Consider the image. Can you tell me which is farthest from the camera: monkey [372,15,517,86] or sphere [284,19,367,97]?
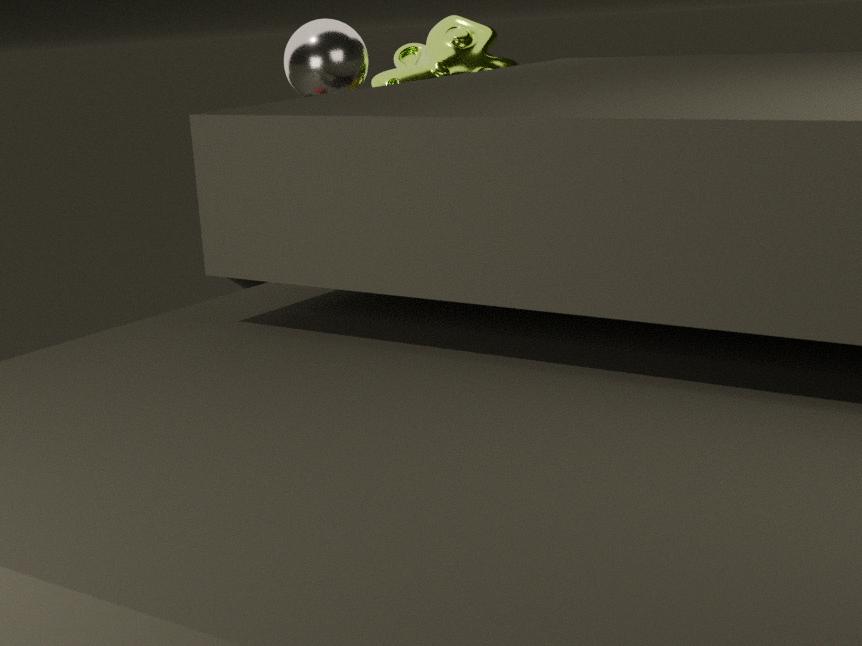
monkey [372,15,517,86]
